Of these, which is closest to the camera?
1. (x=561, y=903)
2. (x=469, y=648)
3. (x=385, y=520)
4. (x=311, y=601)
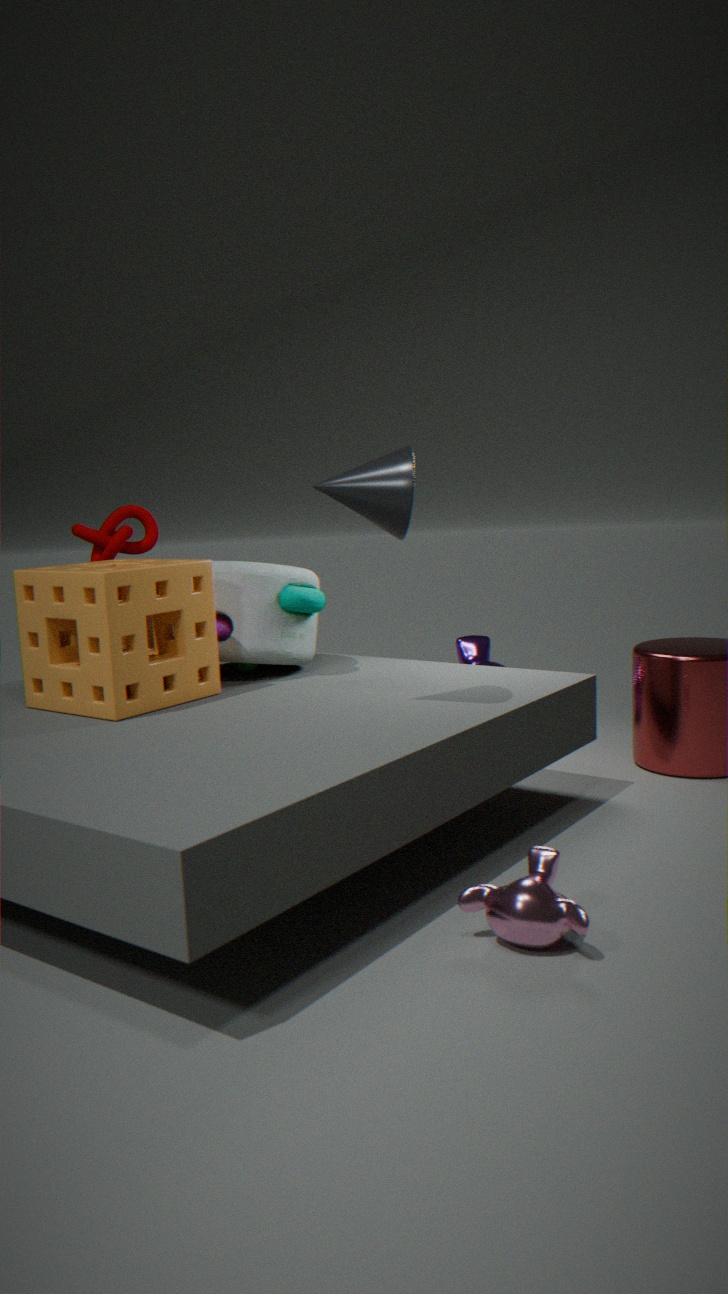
(x=561, y=903)
